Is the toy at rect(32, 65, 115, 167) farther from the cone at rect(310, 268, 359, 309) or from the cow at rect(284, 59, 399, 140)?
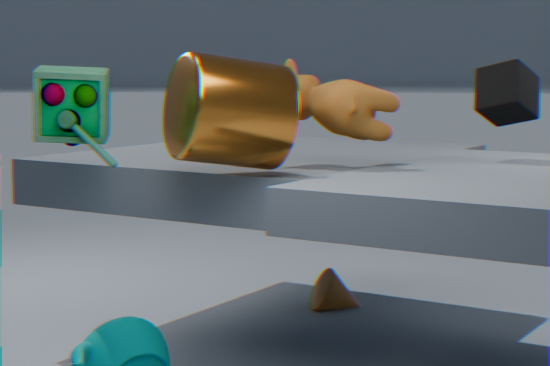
the cone at rect(310, 268, 359, 309)
